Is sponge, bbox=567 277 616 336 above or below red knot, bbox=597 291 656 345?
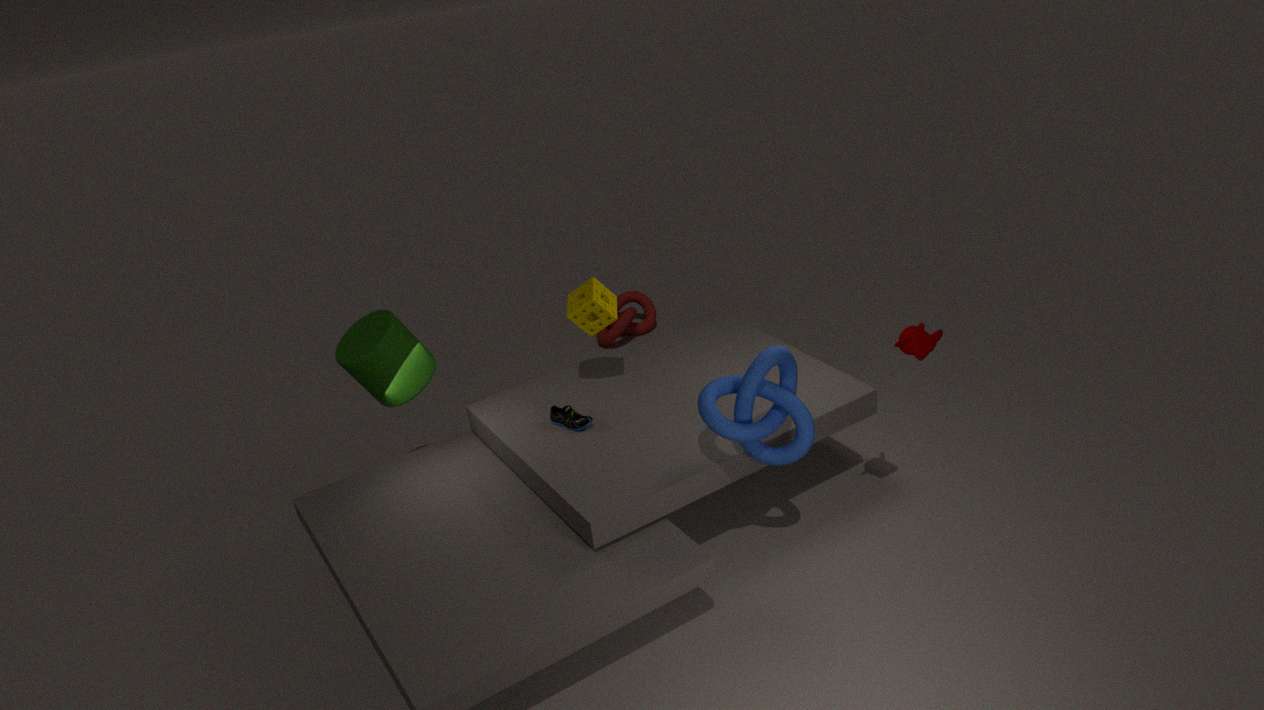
above
